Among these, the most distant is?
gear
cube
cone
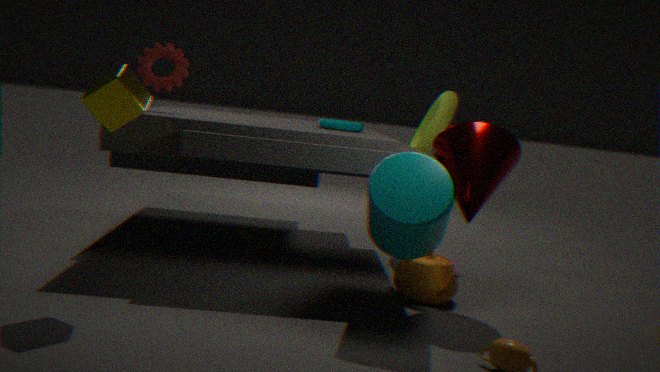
gear
